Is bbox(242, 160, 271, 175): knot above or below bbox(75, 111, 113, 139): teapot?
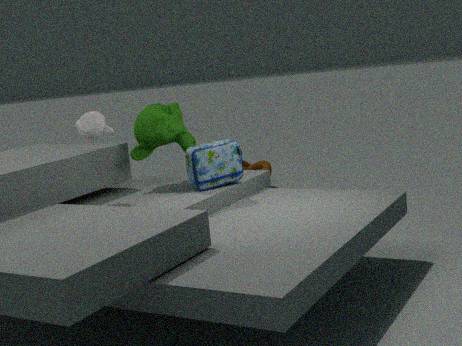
below
